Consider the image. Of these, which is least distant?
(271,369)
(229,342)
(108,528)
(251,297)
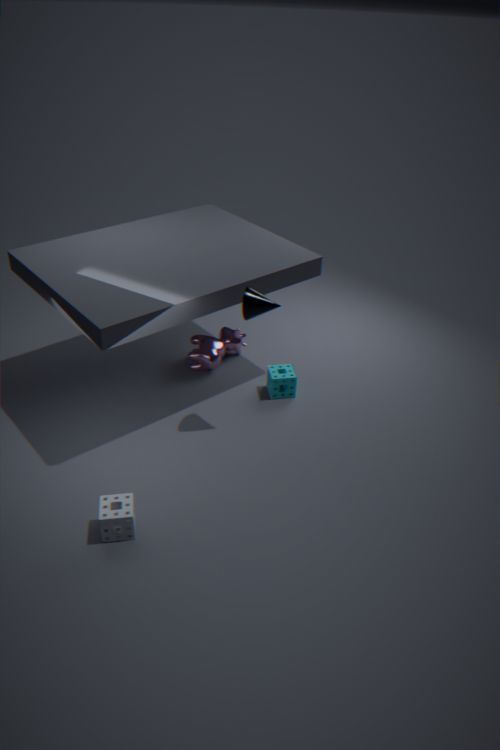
(108,528)
